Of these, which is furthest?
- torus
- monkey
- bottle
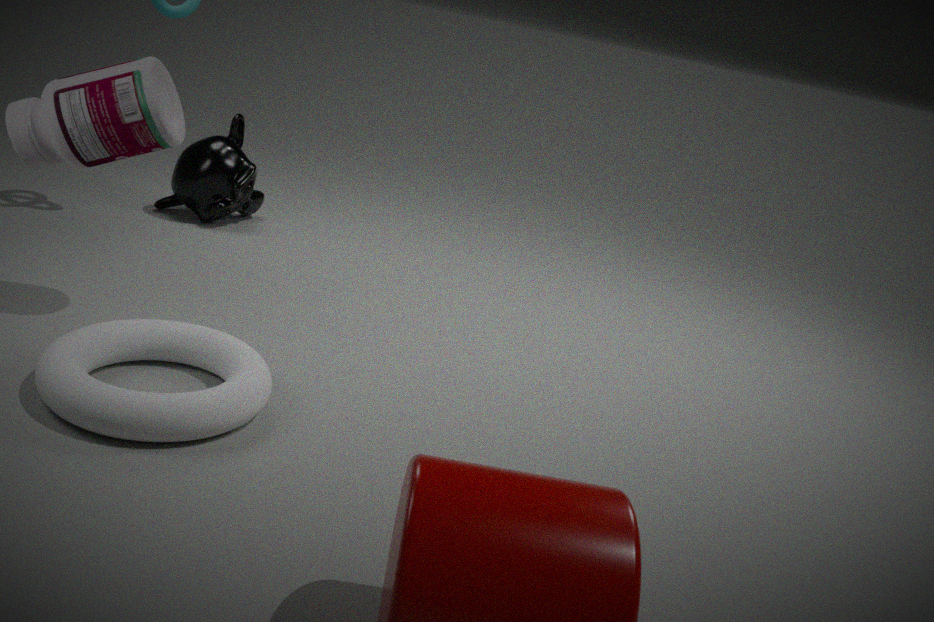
monkey
